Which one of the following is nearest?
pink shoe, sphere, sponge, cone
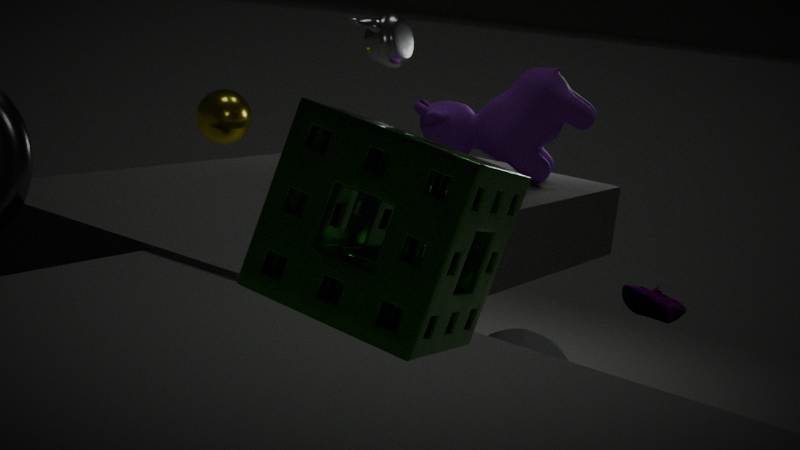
sponge
